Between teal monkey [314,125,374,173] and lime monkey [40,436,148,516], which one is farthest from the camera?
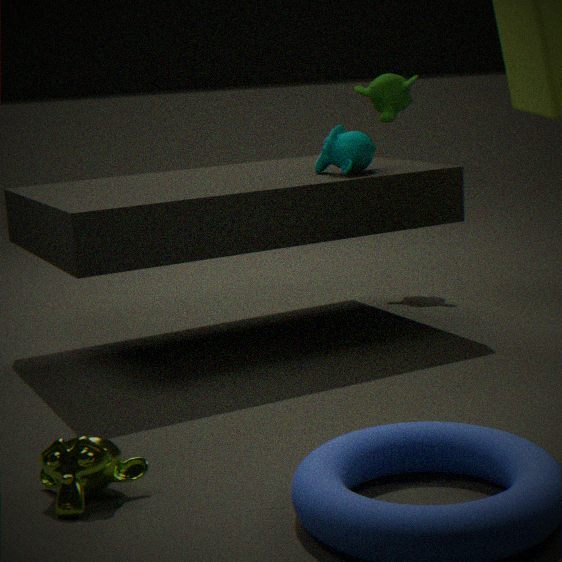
teal monkey [314,125,374,173]
